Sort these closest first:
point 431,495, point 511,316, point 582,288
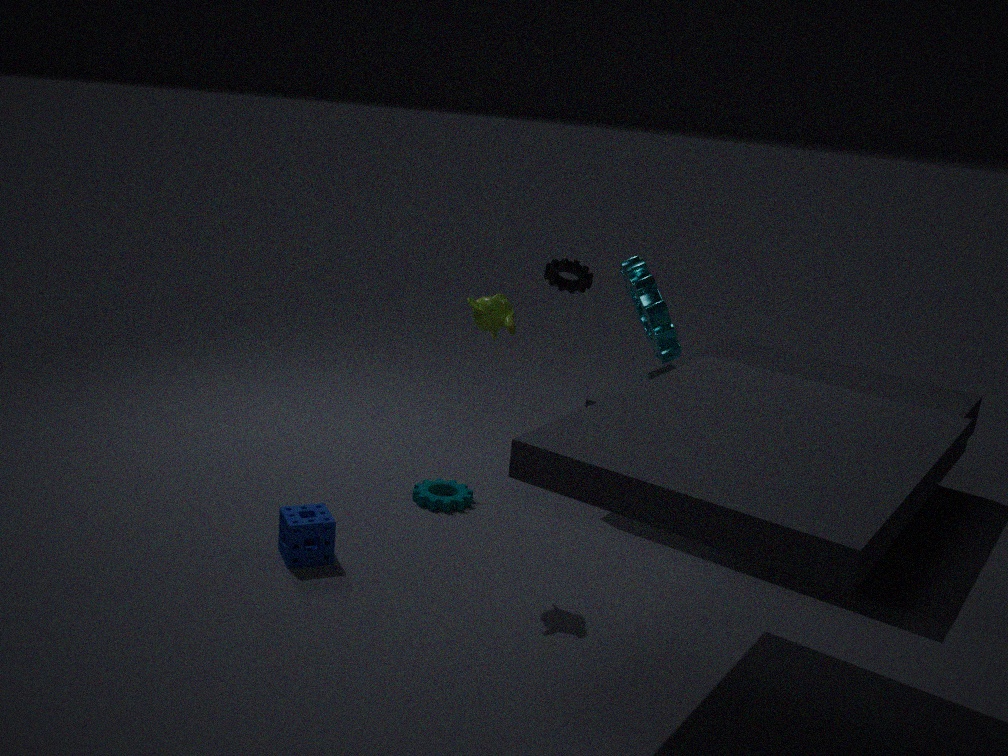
point 511,316, point 431,495, point 582,288
